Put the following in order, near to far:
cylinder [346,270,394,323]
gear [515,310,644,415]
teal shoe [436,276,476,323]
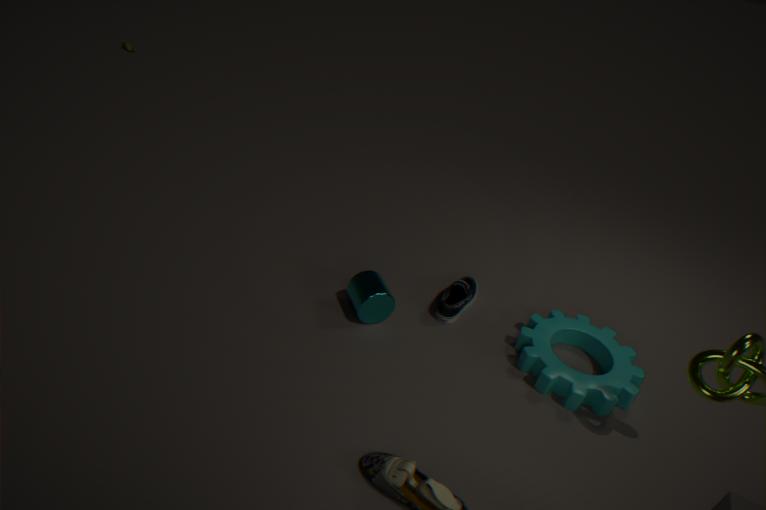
gear [515,310,644,415] < cylinder [346,270,394,323] < teal shoe [436,276,476,323]
